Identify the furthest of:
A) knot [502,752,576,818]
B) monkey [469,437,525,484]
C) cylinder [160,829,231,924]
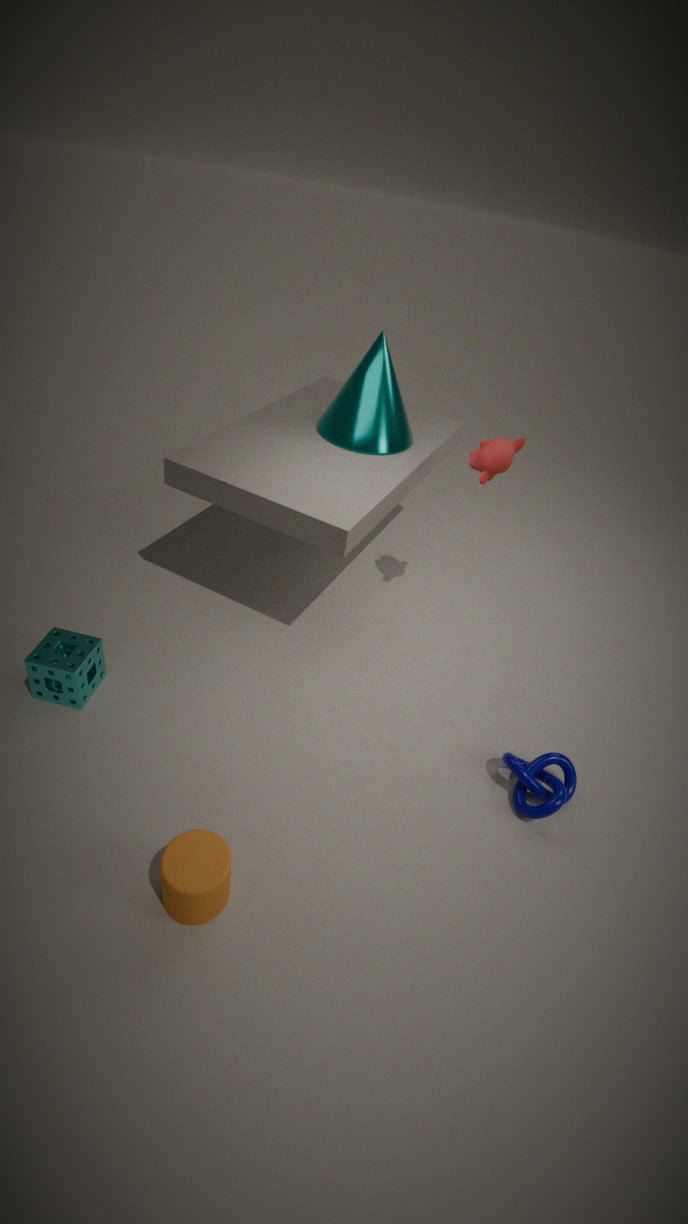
monkey [469,437,525,484]
